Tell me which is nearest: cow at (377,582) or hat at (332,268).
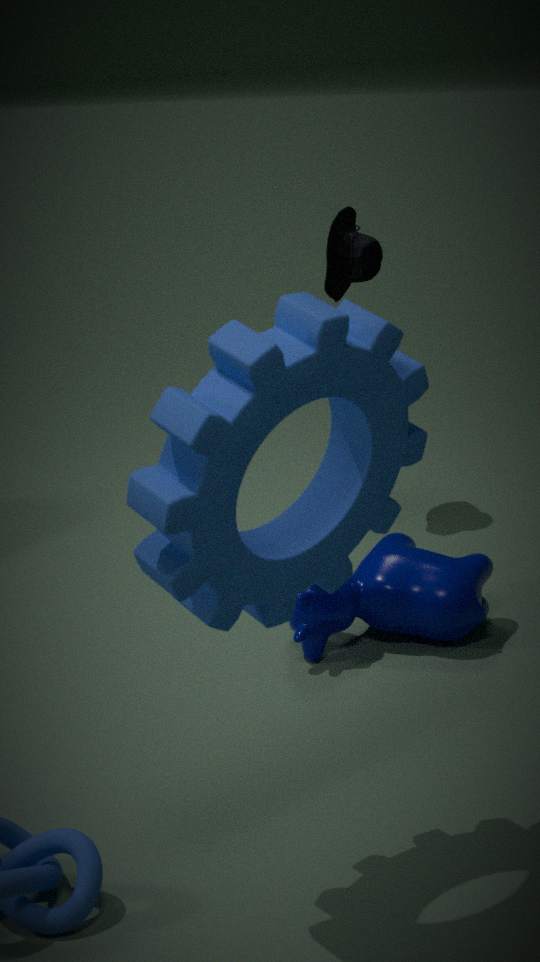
cow at (377,582)
